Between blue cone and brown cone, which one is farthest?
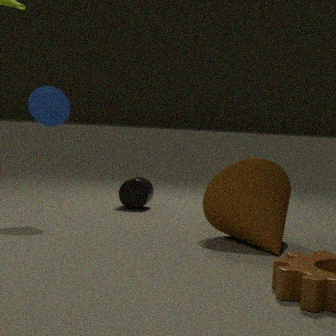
blue cone
